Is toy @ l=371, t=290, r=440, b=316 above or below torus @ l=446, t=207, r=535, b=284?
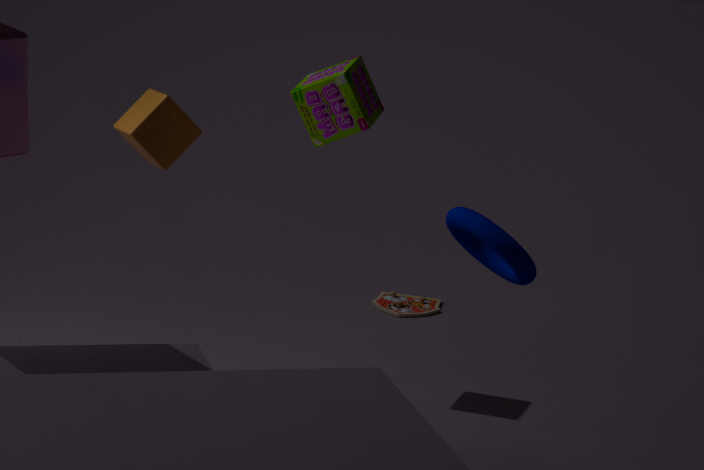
below
